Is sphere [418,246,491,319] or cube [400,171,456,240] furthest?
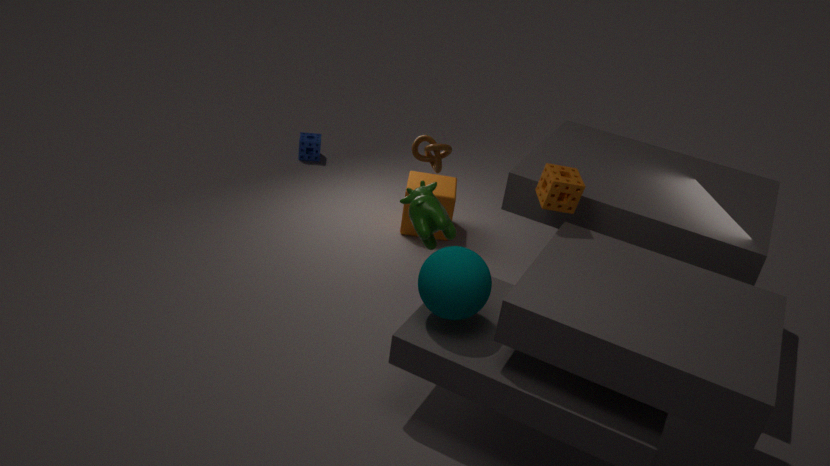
cube [400,171,456,240]
